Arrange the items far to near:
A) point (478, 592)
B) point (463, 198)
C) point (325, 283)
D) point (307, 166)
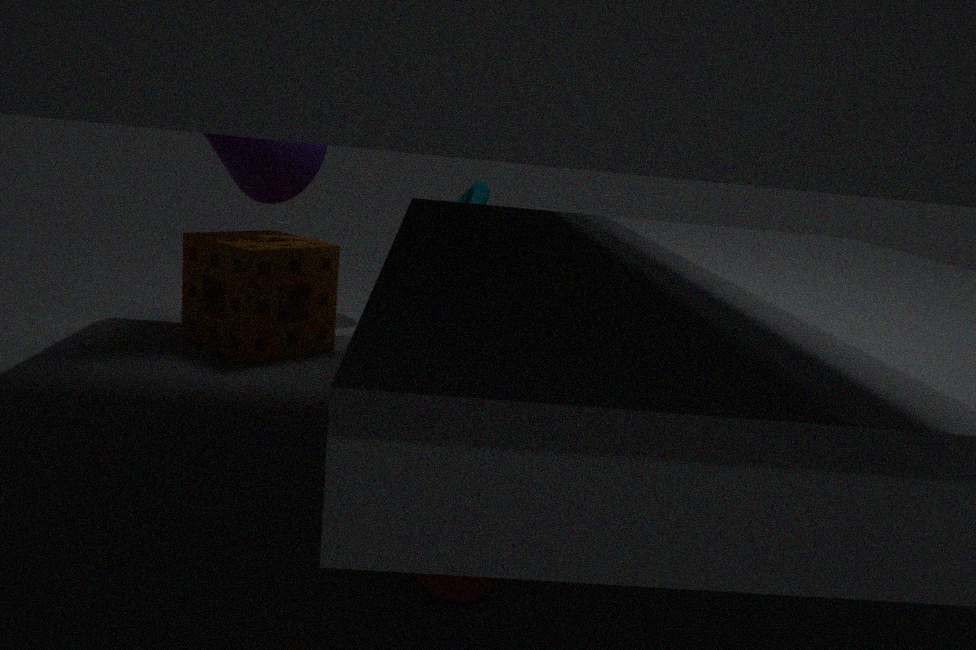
point (463, 198)
point (307, 166)
point (325, 283)
point (478, 592)
